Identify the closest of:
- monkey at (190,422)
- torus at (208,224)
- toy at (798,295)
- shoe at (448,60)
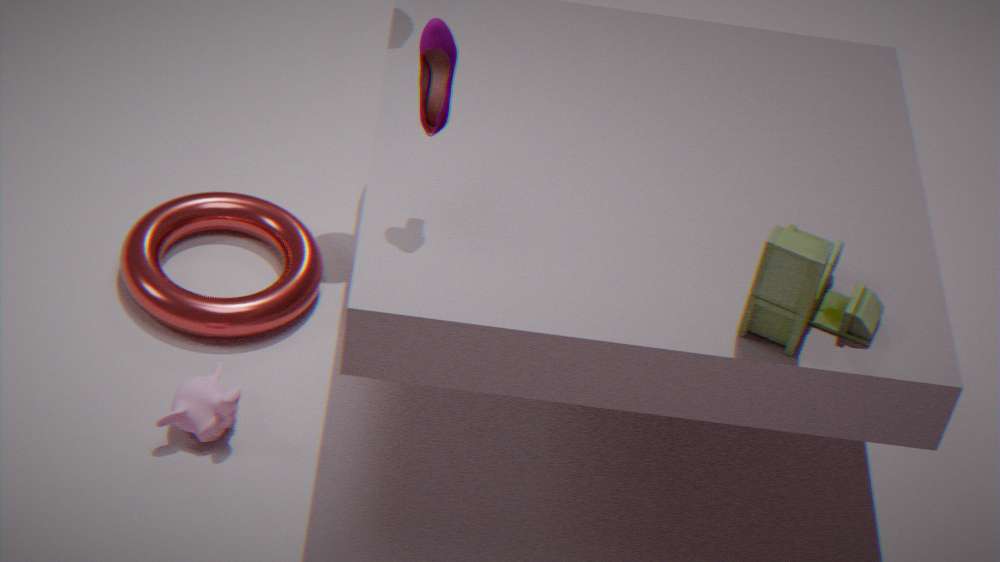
toy at (798,295)
